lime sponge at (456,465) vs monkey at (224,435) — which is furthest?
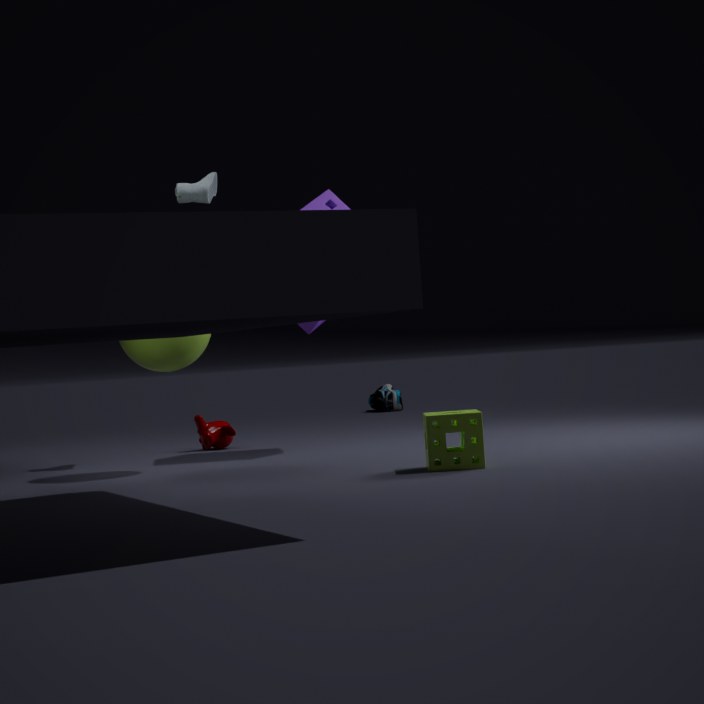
monkey at (224,435)
